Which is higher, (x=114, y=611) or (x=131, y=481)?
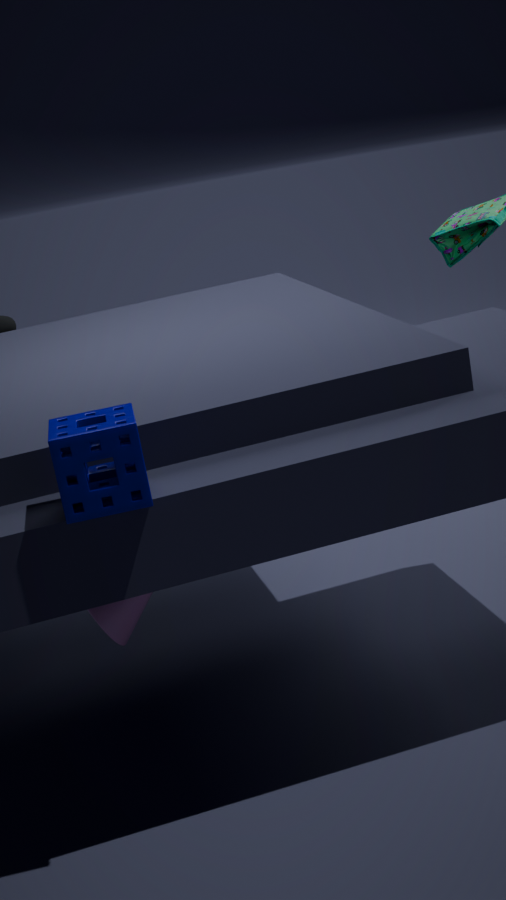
(x=131, y=481)
